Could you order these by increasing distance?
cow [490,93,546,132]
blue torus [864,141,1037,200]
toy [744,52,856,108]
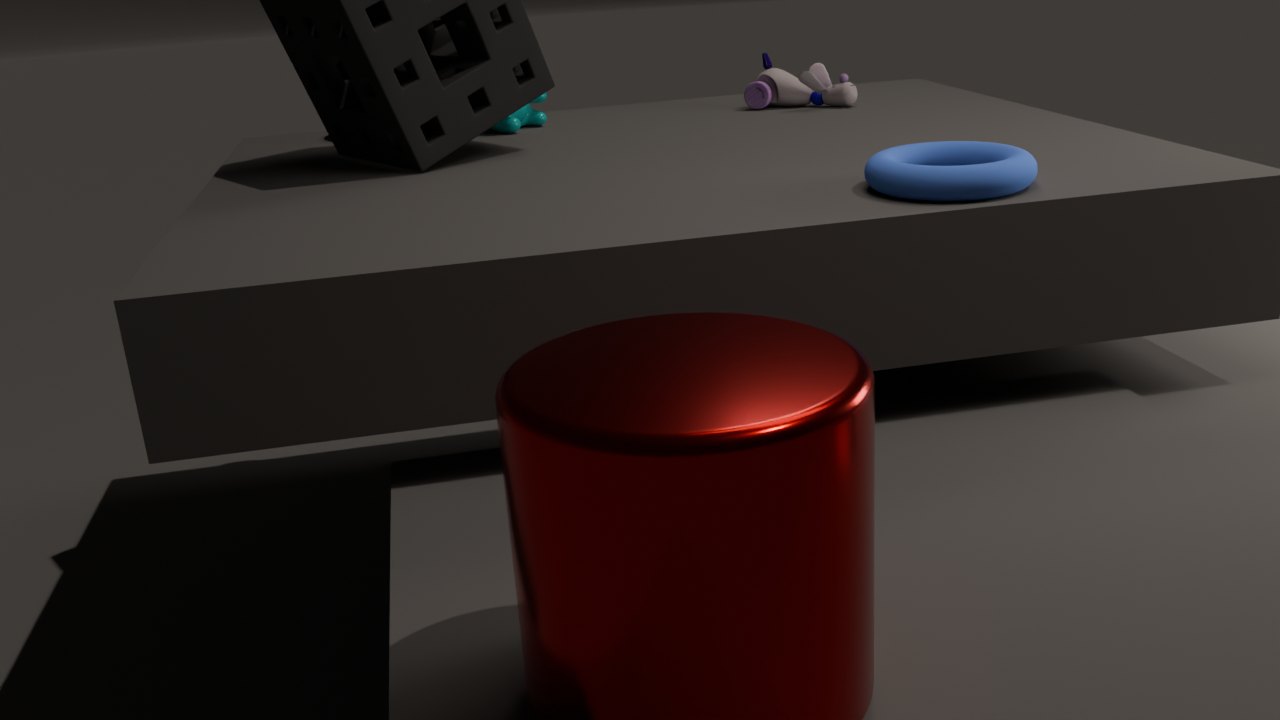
blue torus [864,141,1037,200]
cow [490,93,546,132]
toy [744,52,856,108]
